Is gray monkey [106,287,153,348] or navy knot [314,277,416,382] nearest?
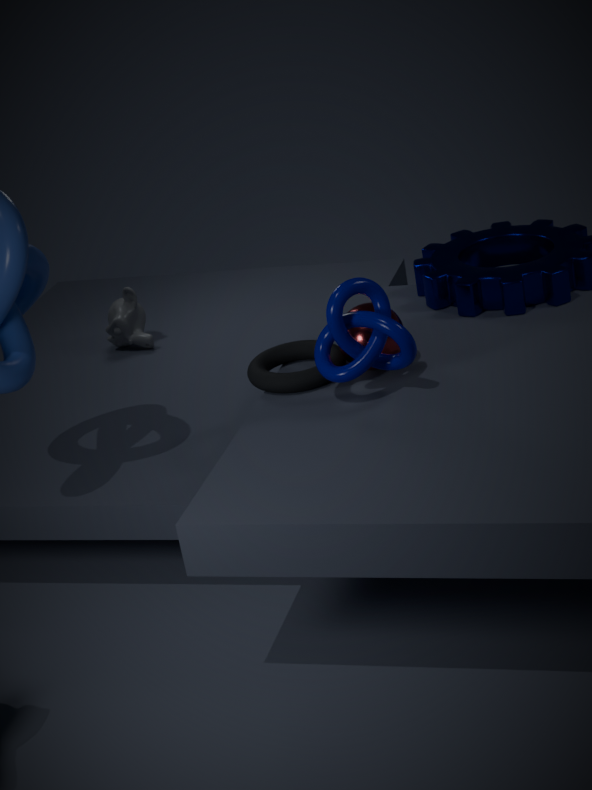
navy knot [314,277,416,382]
